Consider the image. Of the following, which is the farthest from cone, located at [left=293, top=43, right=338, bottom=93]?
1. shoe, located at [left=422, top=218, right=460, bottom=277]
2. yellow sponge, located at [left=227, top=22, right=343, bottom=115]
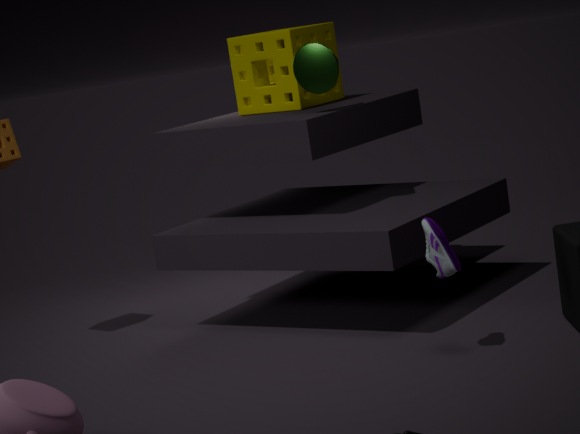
shoe, located at [left=422, top=218, right=460, bottom=277]
